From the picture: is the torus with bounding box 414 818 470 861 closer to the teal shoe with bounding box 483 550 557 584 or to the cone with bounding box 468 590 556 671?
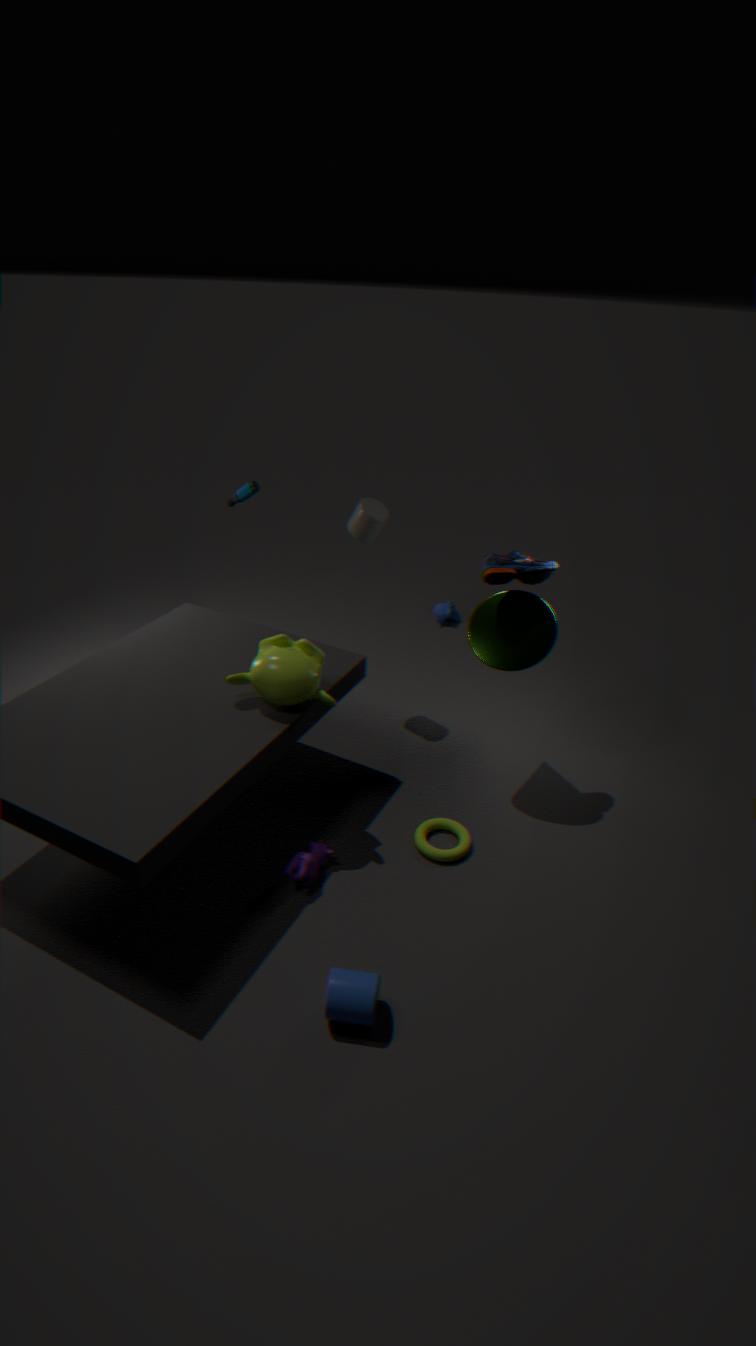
the cone with bounding box 468 590 556 671
